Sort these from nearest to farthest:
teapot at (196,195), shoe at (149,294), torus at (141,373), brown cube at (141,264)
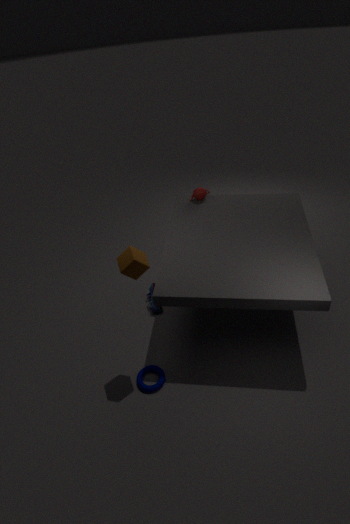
brown cube at (141,264)
torus at (141,373)
shoe at (149,294)
teapot at (196,195)
